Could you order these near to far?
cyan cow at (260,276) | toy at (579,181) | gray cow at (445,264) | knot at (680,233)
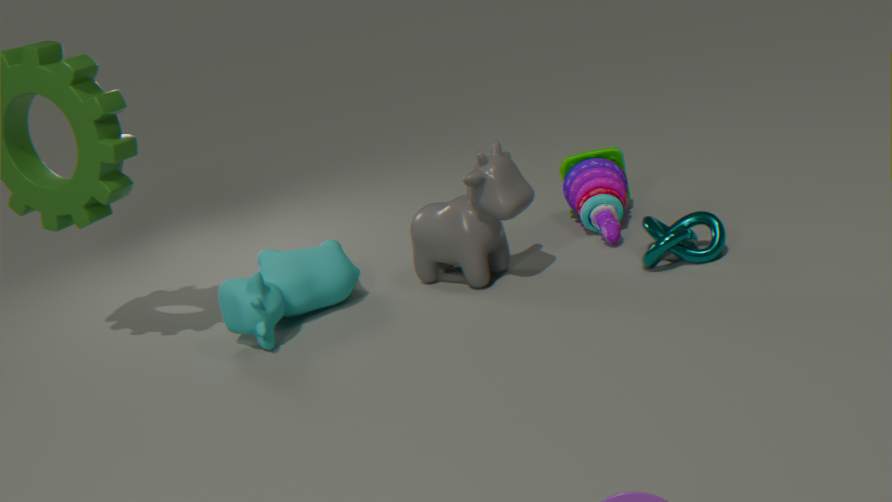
cyan cow at (260,276)
knot at (680,233)
gray cow at (445,264)
toy at (579,181)
